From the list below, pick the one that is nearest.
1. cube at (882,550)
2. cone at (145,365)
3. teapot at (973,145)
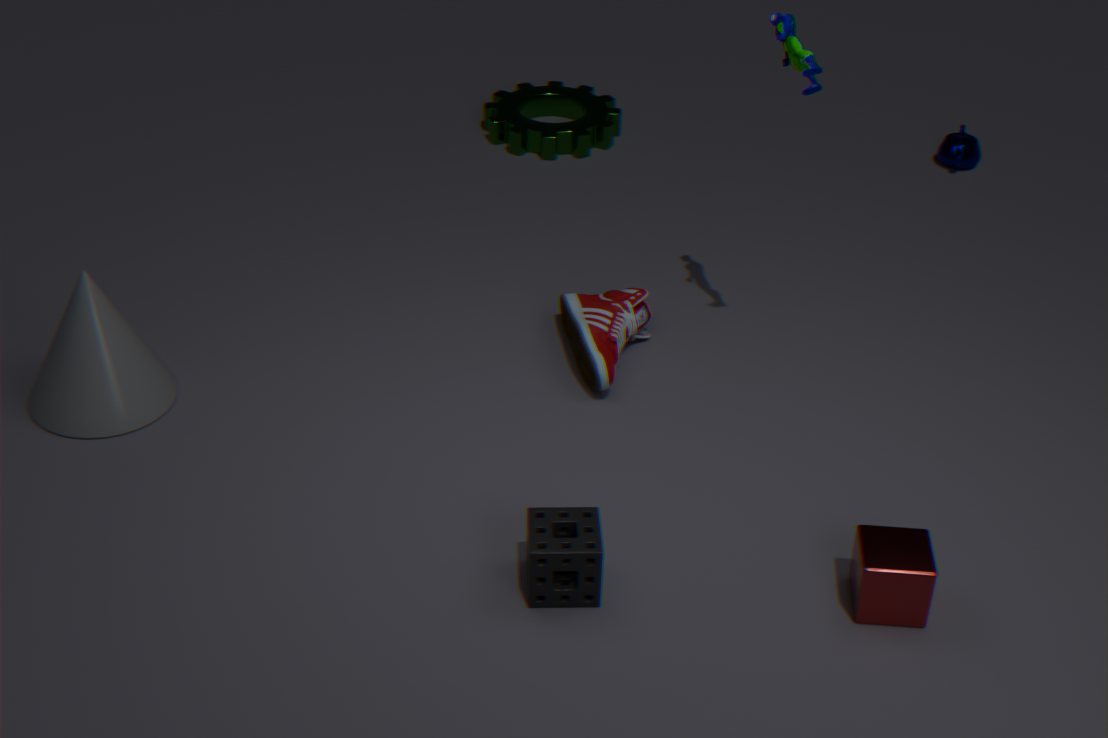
cube at (882,550)
